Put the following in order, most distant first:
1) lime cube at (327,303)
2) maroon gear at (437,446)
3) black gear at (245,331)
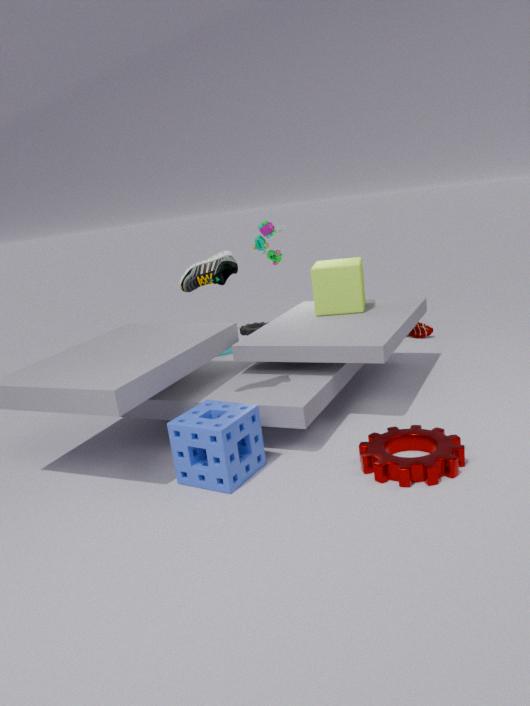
3. black gear at (245,331), 1. lime cube at (327,303), 2. maroon gear at (437,446)
